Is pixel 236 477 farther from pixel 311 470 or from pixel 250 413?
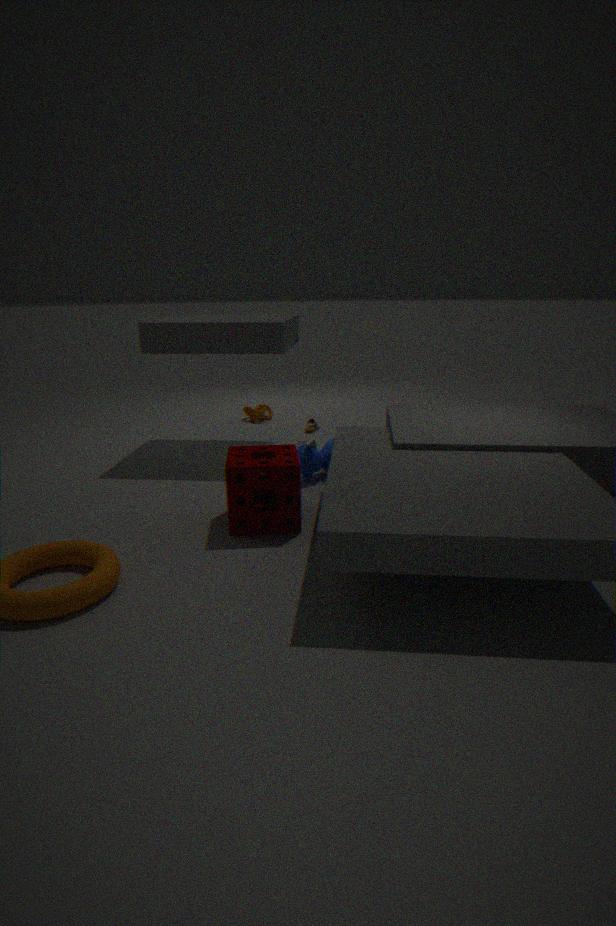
pixel 250 413
